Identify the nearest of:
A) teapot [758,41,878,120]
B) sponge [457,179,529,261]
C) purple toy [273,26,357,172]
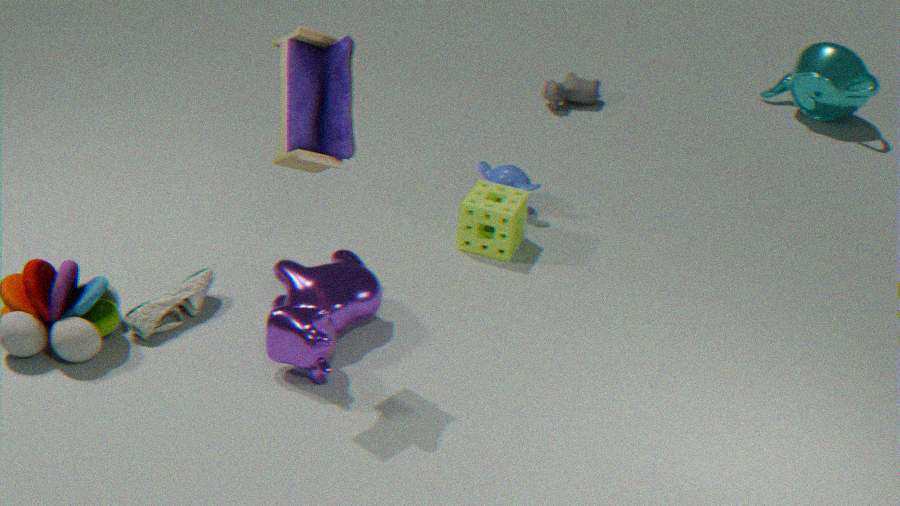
C. purple toy [273,26,357,172]
